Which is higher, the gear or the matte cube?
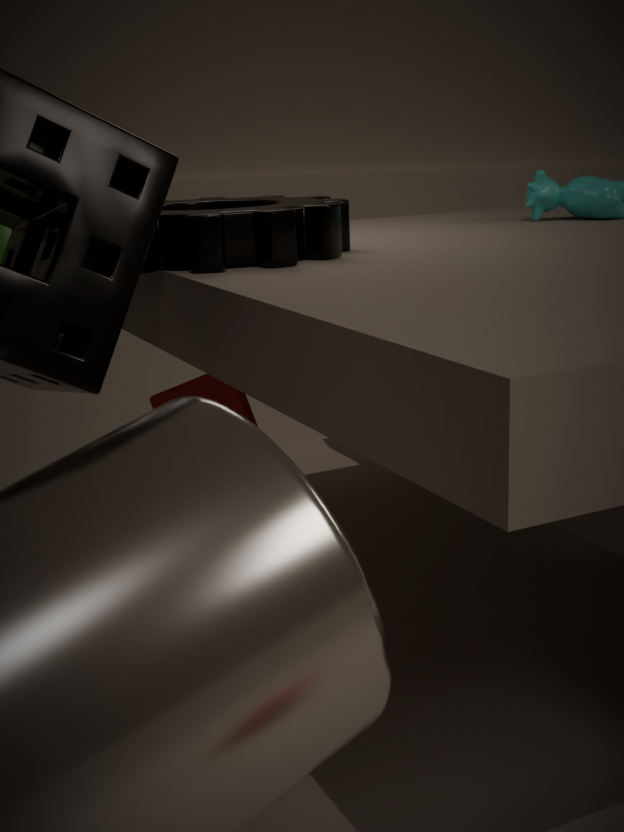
the gear
